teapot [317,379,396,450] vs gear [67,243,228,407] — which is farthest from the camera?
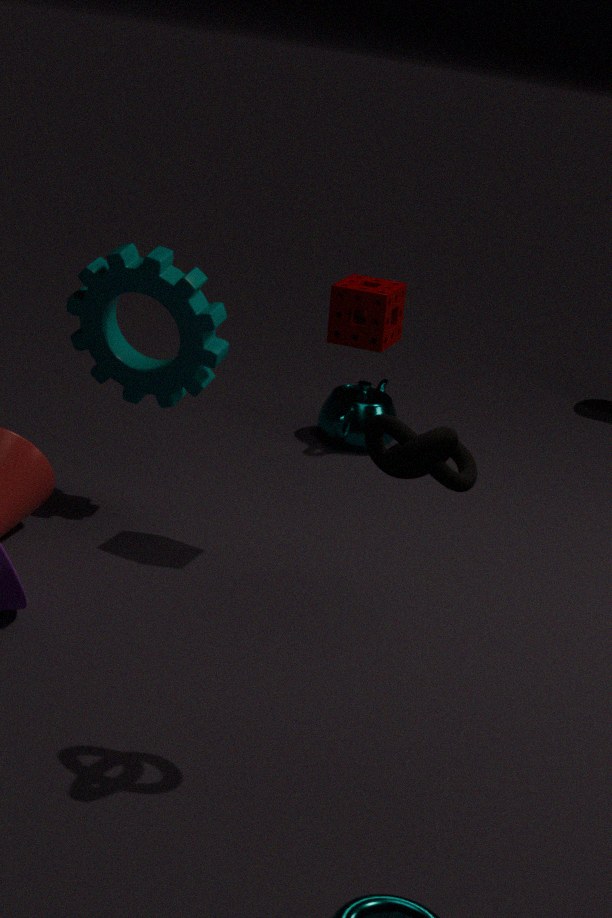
teapot [317,379,396,450]
